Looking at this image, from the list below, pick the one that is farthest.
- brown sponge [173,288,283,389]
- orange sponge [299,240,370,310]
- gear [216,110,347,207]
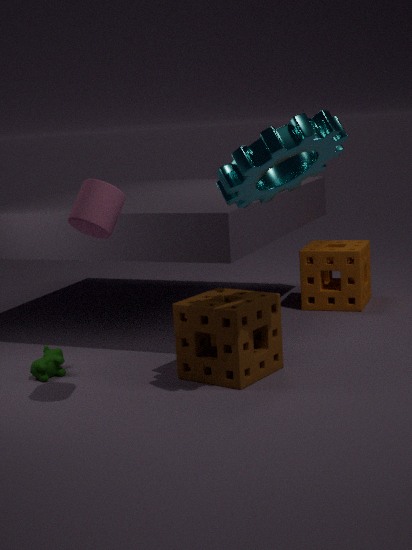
orange sponge [299,240,370,310]
